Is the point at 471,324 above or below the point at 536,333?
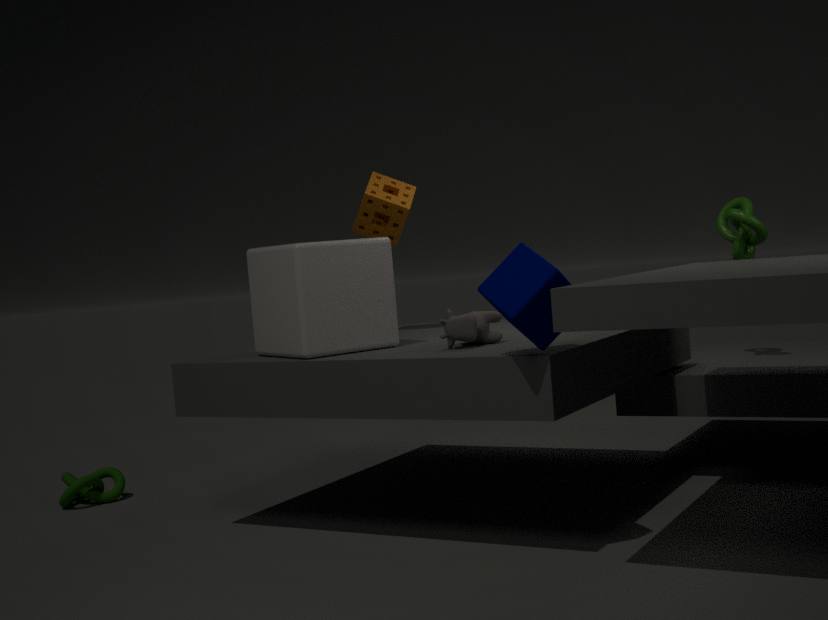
below
